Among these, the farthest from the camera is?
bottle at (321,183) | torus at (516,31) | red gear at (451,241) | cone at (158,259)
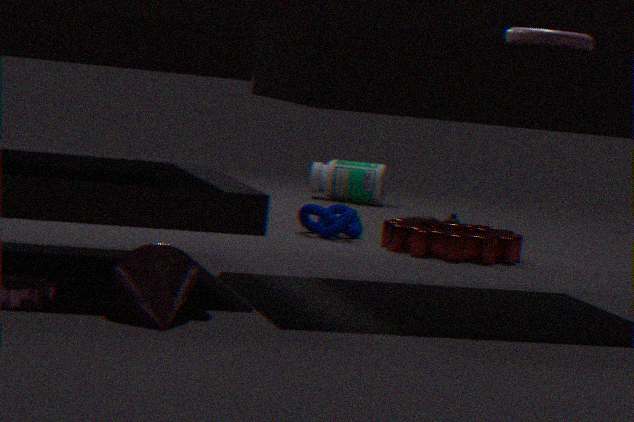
bottle at (321,183)
